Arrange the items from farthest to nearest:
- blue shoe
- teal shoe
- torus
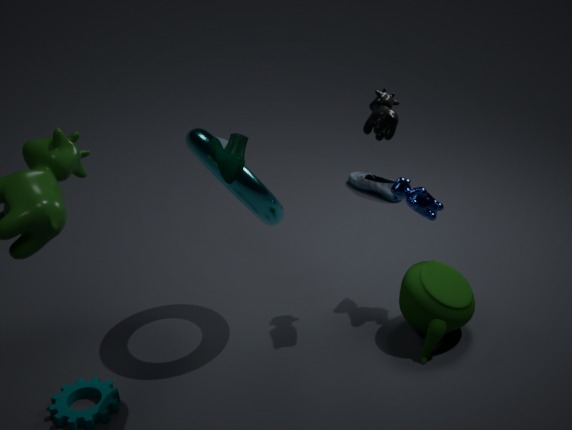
blue shoe → torus → teal shoe
